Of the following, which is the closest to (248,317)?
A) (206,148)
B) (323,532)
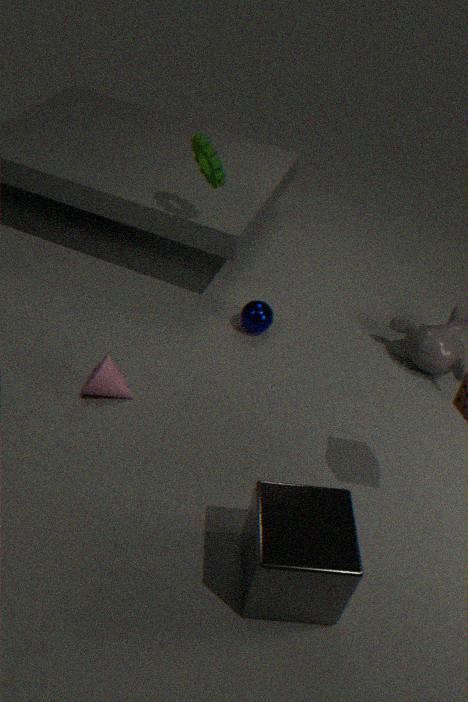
(206,148)
